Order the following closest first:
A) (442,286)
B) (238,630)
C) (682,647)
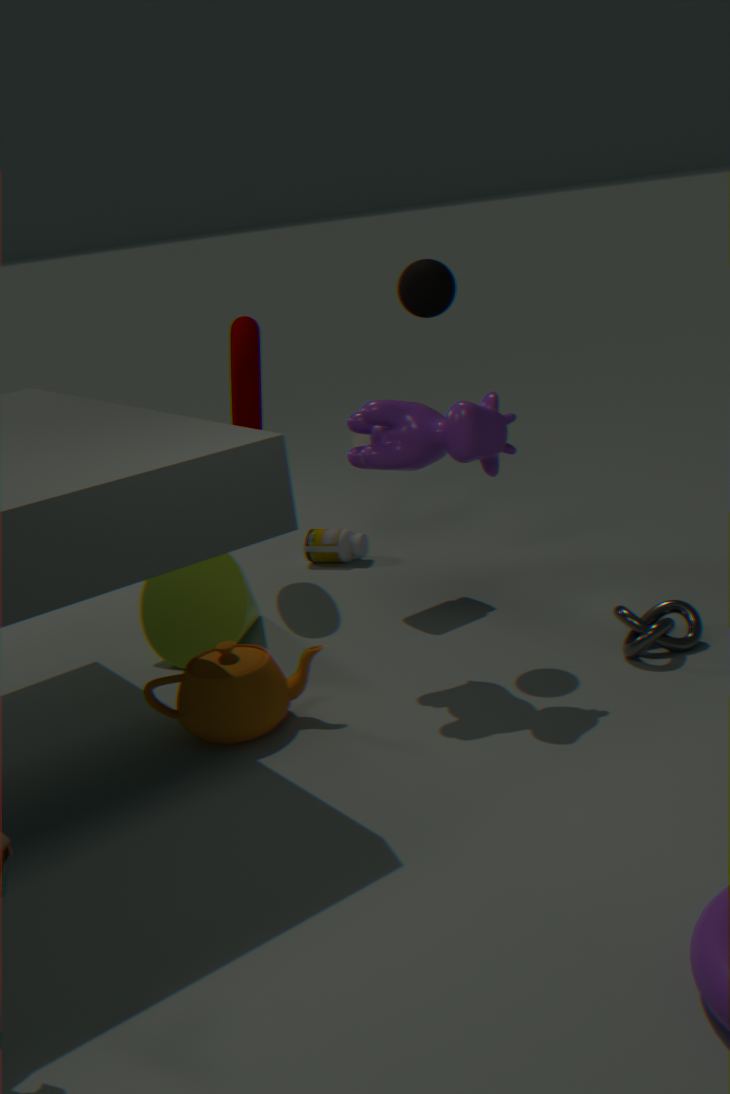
1. (682,647)
2. (442,286)
3. (238,630)
